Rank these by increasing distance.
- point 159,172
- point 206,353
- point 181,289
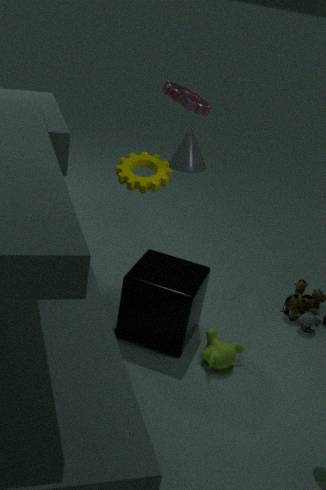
point 181,289, point 206,353, point 159,172
